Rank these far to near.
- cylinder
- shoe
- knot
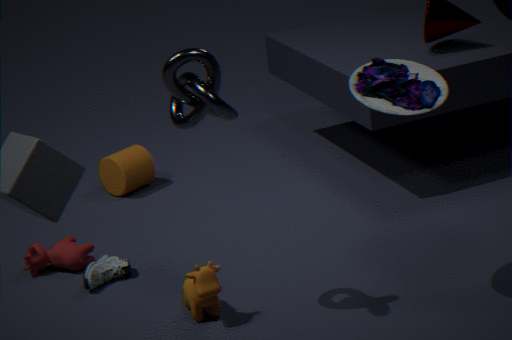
cylinder
shoe
knot
